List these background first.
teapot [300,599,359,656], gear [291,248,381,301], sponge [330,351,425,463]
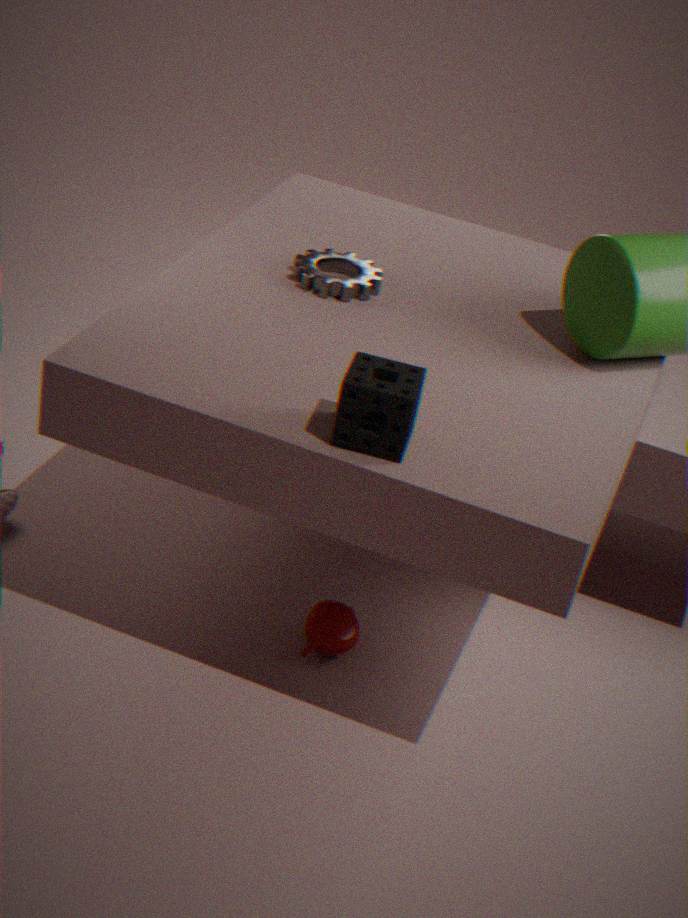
gear [291,248,381,301]
teapot [300,599,359,656]
sponge [330,351,425,463]
